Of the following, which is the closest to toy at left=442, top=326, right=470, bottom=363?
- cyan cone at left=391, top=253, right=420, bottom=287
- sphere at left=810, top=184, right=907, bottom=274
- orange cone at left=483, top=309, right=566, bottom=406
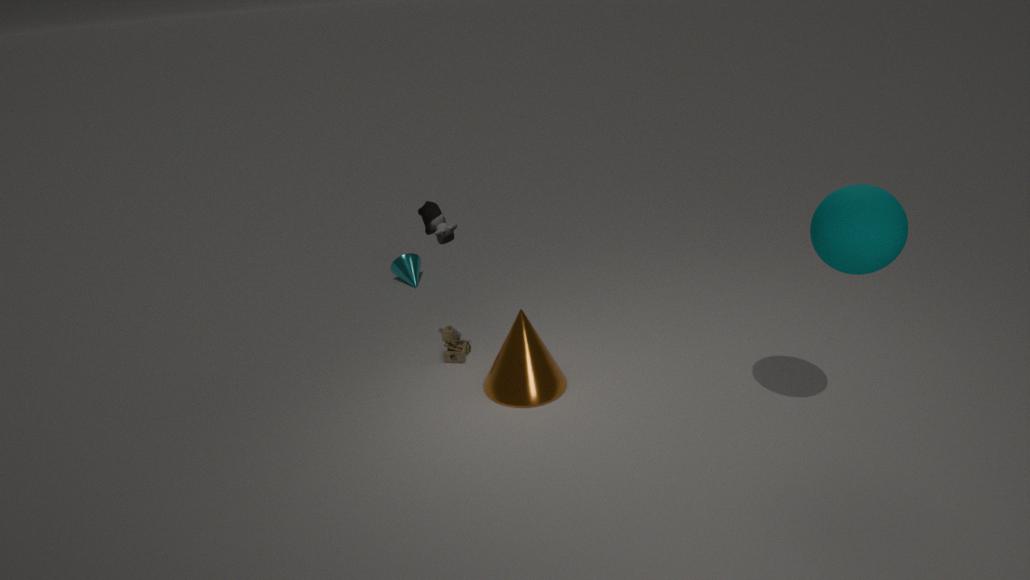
orange cone at left=483, top=309, right=566, bottom=406
